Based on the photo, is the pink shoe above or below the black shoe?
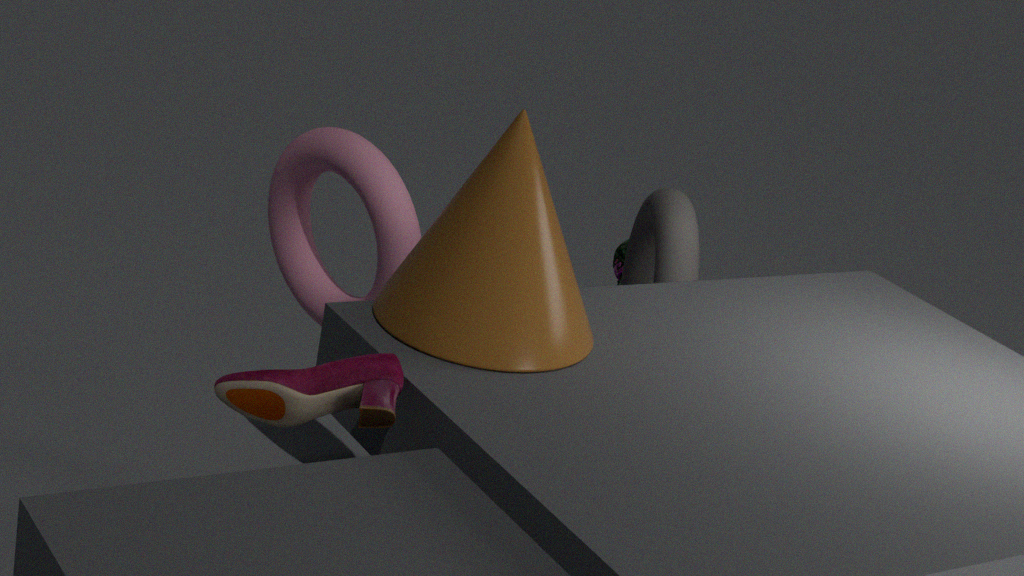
above
